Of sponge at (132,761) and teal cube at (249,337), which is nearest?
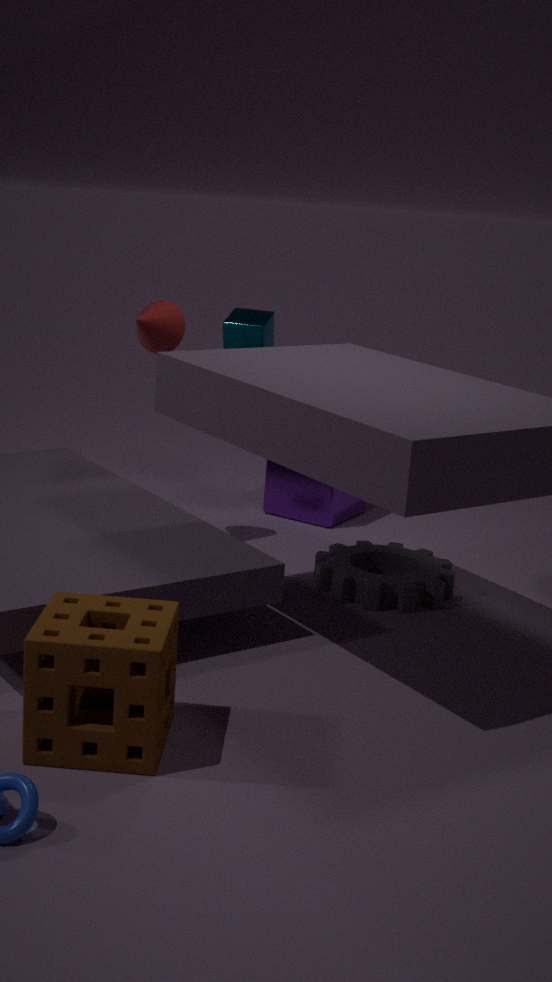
sponge at (132,761)
